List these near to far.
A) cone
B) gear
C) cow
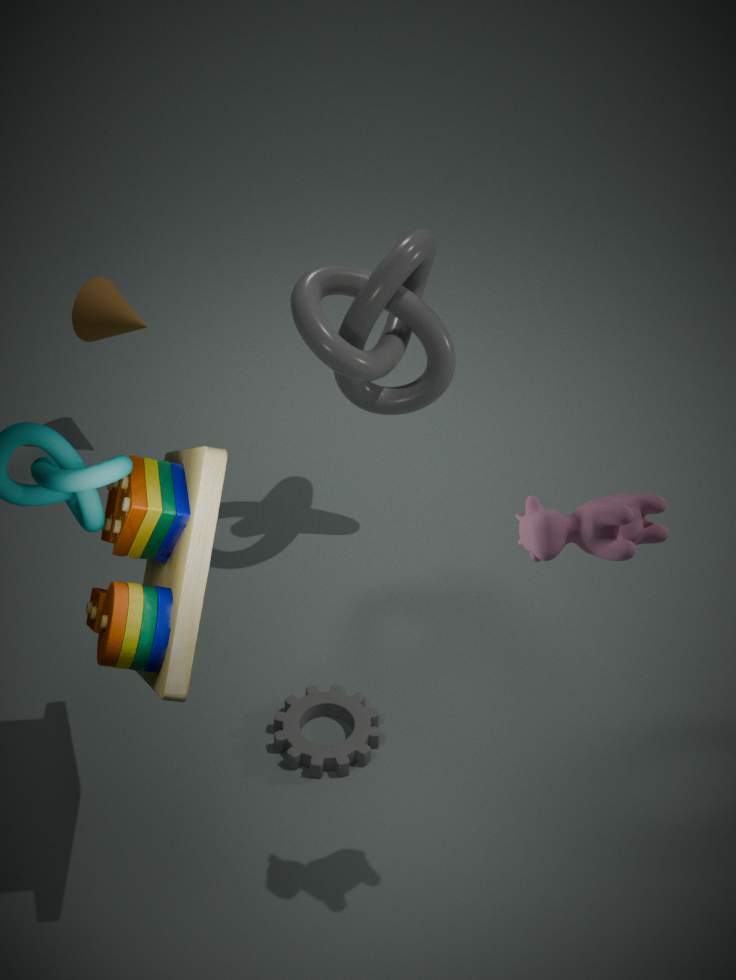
cow < gear < cone
